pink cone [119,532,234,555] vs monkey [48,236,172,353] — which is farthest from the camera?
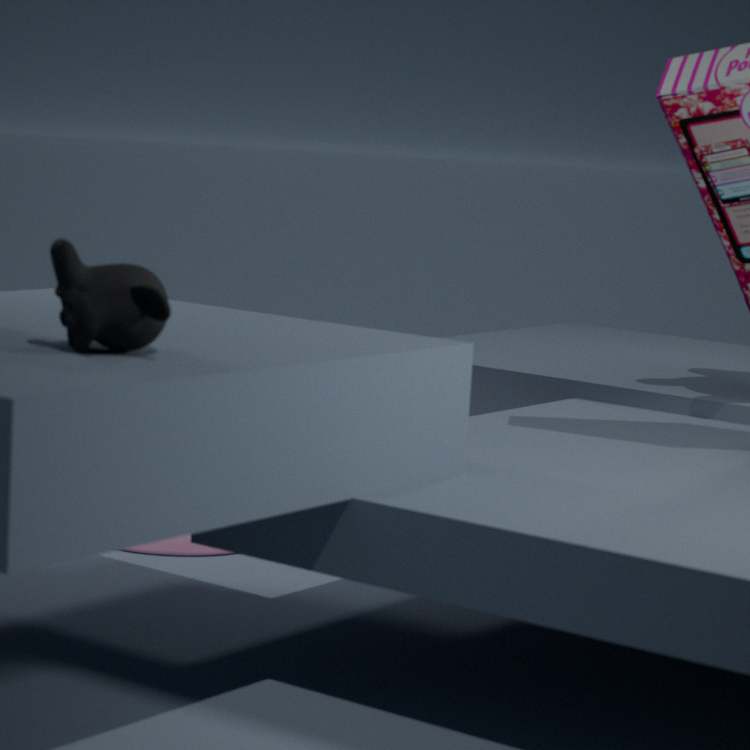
pink cone [119,532,234,555]
